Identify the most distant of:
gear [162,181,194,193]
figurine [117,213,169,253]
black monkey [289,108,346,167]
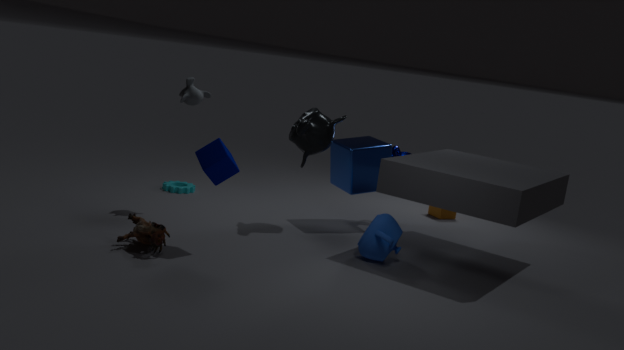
gear [162,181,194,193]
